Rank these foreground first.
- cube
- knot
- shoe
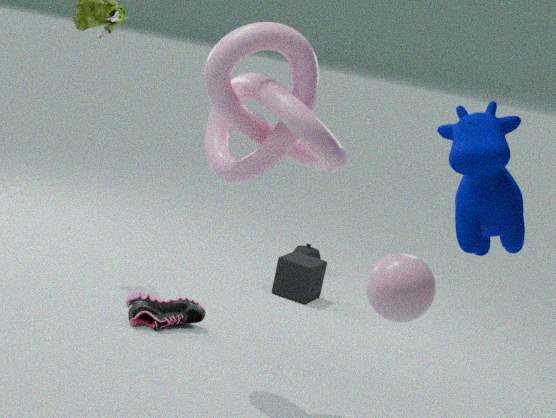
knot < shoe < cube
